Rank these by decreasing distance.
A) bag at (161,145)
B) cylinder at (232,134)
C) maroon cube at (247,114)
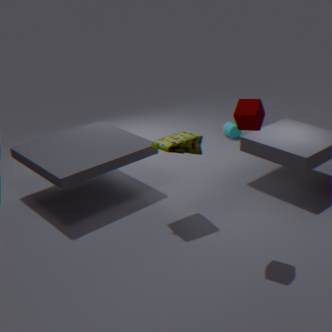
cylinder at (232,134), bag at (161,145), maroon cube at (247,114)
